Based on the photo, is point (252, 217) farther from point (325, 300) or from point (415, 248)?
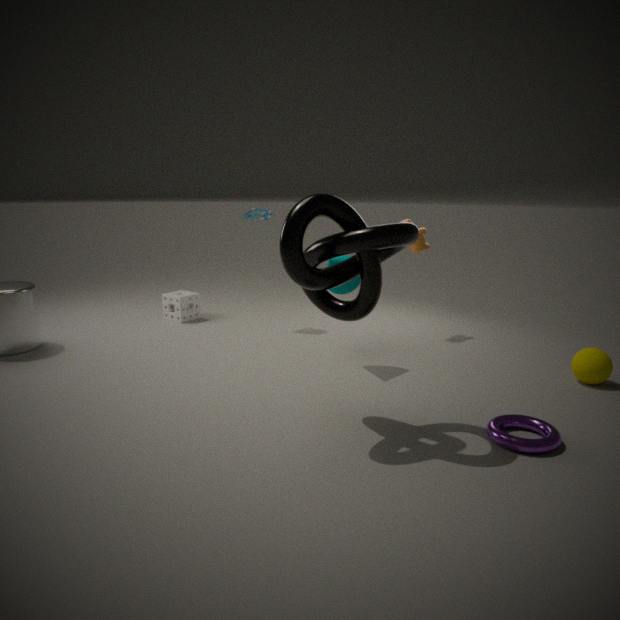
point (325, 300)
